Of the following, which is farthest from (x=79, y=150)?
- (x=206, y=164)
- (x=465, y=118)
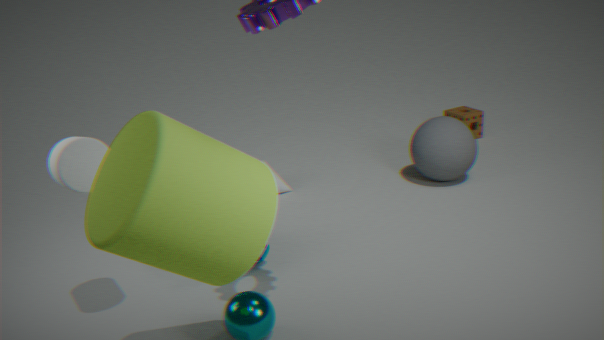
(x=465, y=118)
